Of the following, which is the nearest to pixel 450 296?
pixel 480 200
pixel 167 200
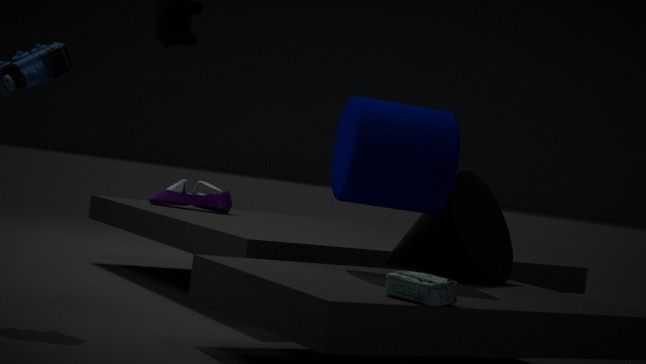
pixel 480 200
